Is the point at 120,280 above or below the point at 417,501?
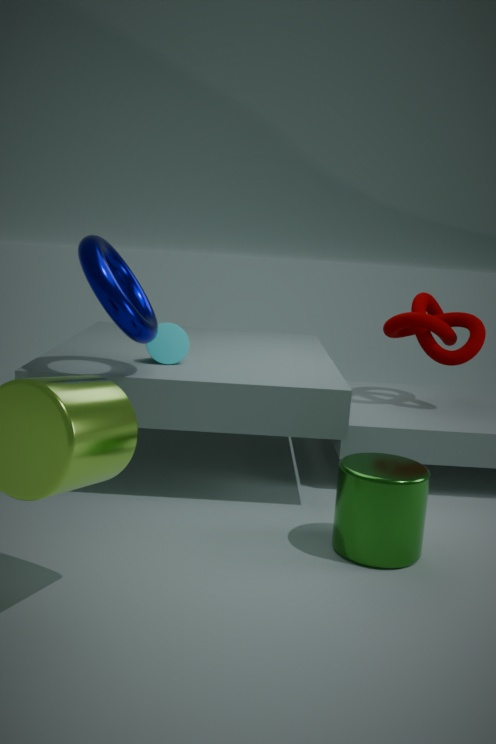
above
